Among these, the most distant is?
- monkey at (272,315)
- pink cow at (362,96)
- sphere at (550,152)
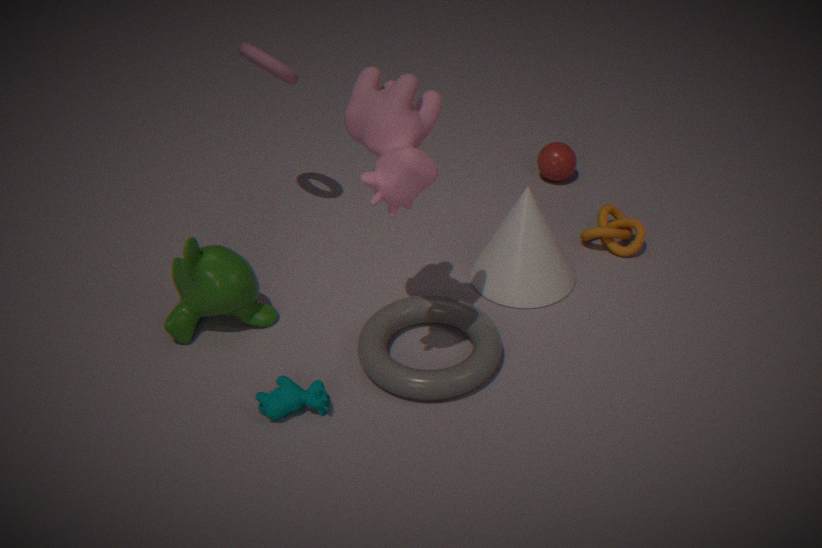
sphere at (550,152)
